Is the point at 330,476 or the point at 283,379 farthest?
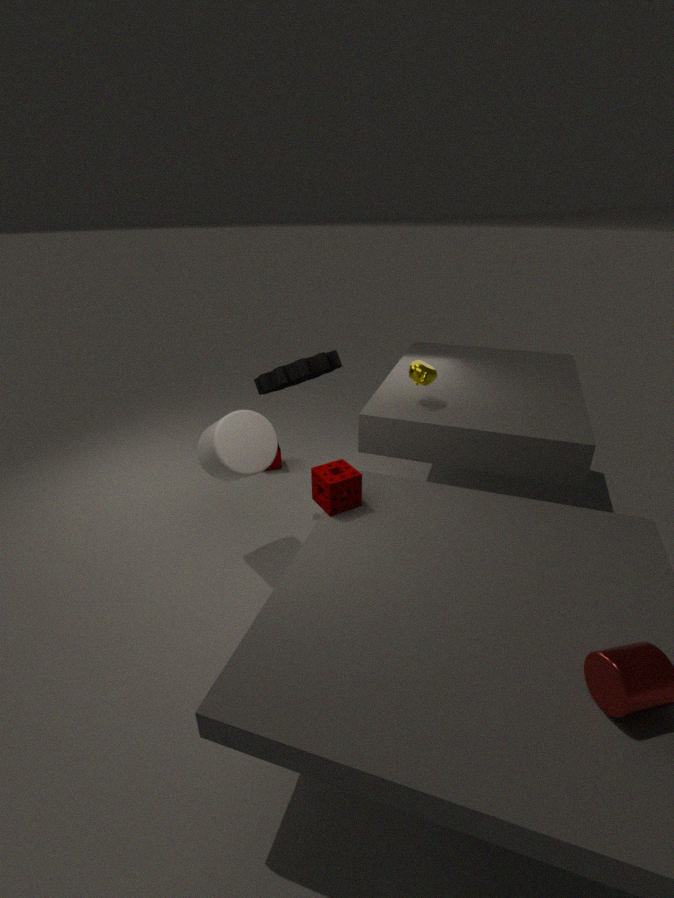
the point at 283,379
